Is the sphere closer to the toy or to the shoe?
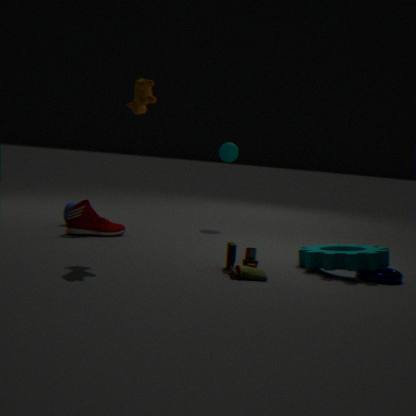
the shoe
